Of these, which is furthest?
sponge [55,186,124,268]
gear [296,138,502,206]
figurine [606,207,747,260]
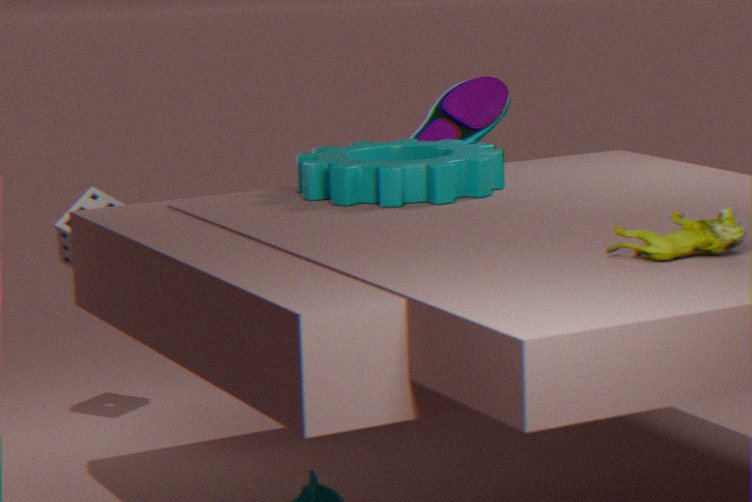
sponge [55,186,124,268]
